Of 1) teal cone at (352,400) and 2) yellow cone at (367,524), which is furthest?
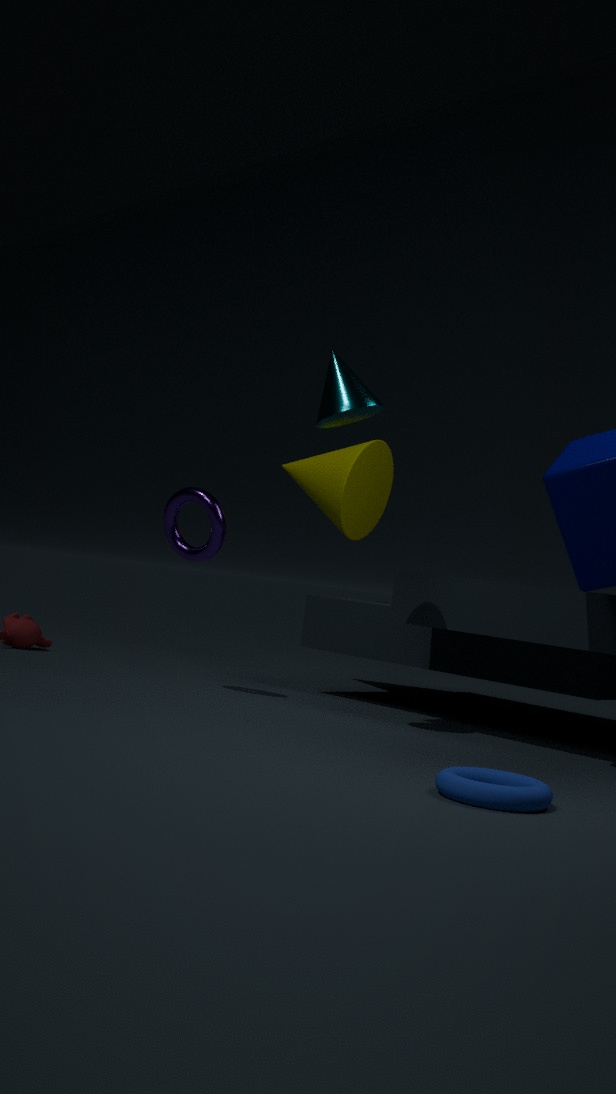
2. yellow cone at (367,524)
